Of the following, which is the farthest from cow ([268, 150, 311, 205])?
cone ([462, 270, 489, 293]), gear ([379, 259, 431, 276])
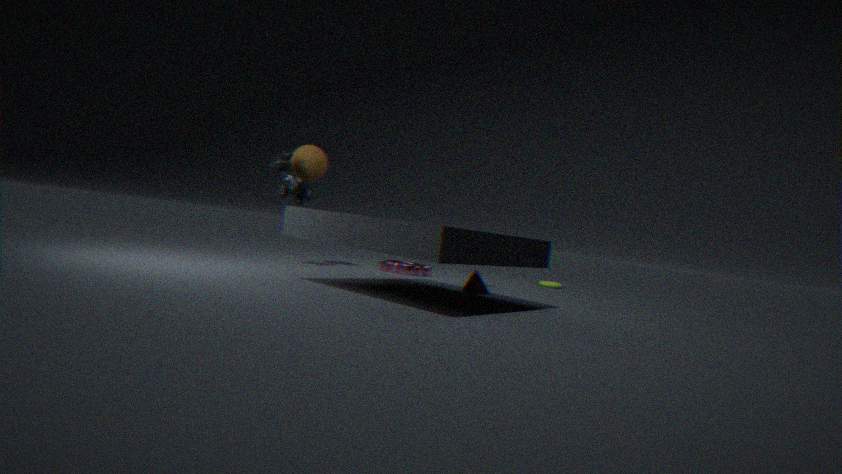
cone ([462, 270, 489, 293])
